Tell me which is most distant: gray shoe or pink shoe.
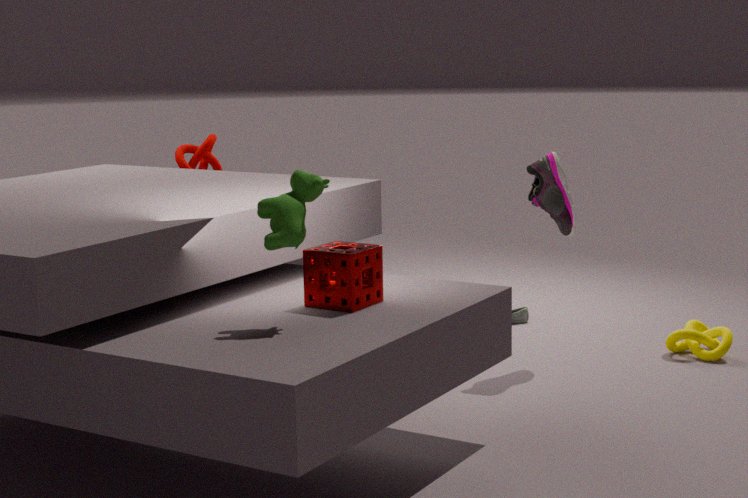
gray shoe
